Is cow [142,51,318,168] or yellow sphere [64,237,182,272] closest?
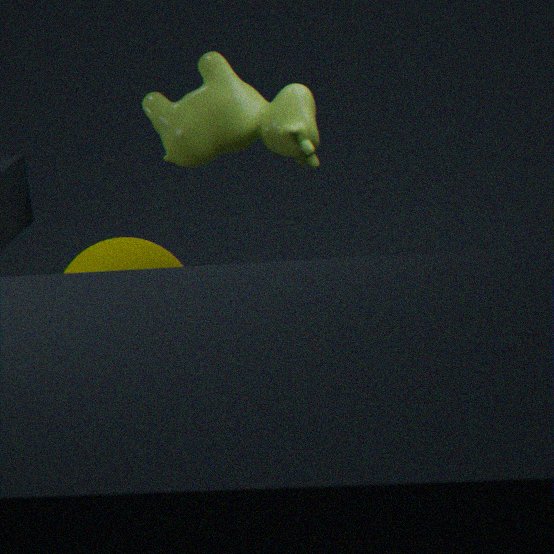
yellow sphere [64,237,182,272]
